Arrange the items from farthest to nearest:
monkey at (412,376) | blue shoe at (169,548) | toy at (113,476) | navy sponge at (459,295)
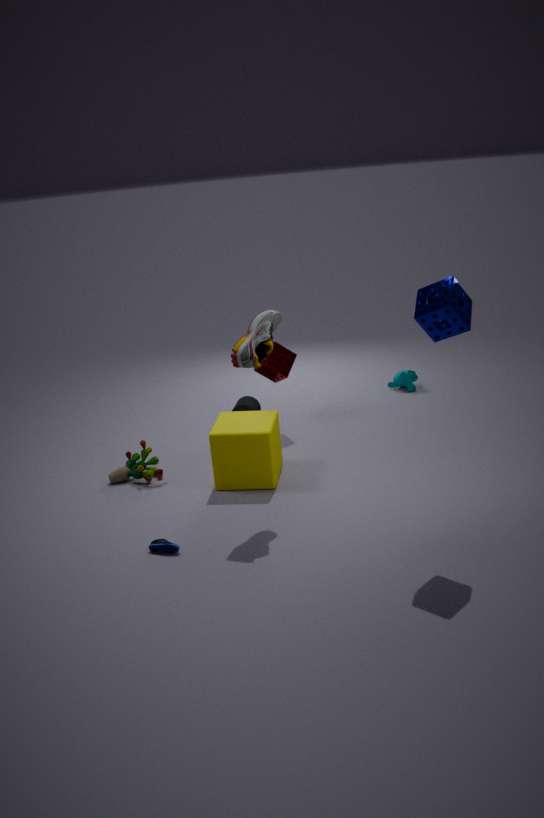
monkey at (412,376) → toy at (113,476) → blue shoe at (169,548) → navy sponge at (459,295)
